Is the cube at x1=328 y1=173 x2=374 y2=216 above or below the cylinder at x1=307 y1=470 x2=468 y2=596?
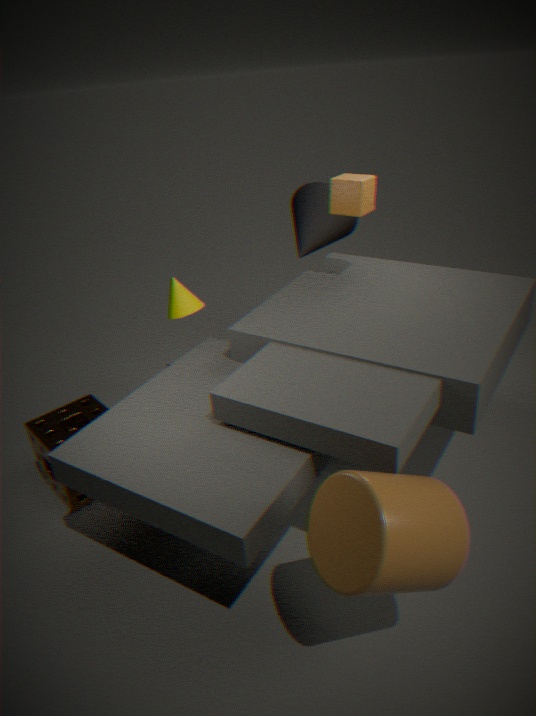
above
